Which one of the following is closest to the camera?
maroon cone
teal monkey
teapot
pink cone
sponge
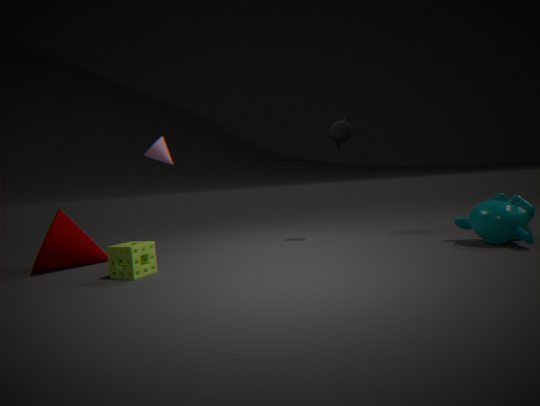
sponge
